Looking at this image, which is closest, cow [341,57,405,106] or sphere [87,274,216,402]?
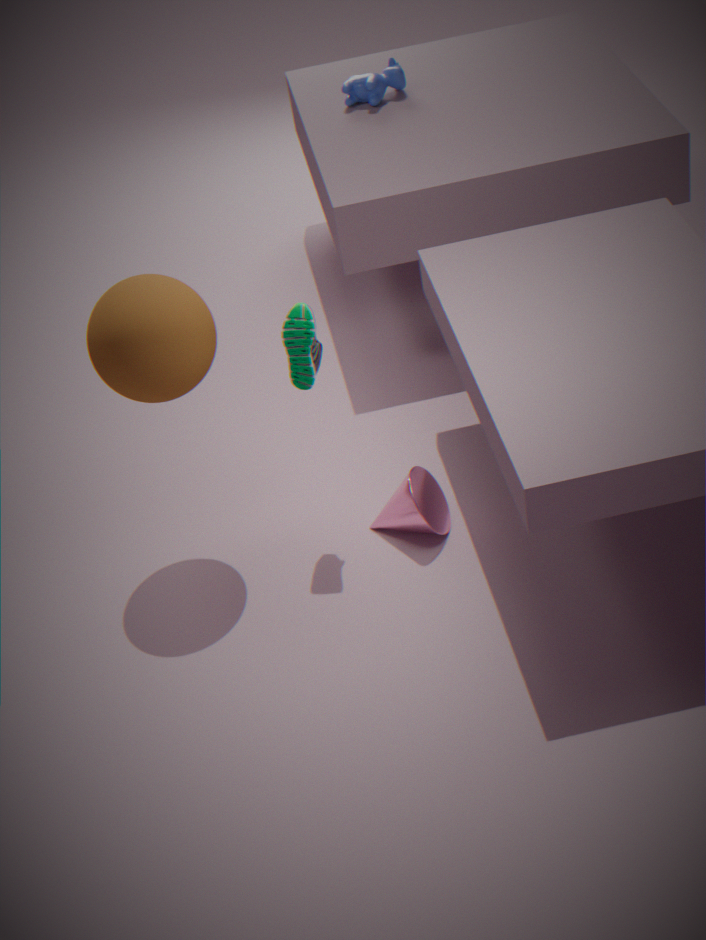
sphere [87,274,216,402]
